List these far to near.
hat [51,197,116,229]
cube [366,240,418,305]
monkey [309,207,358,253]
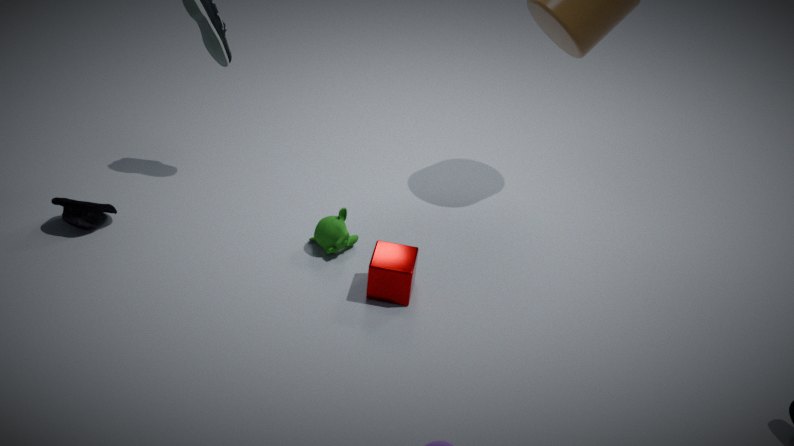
1. monkey [309,207,358,253]
2. hat [51,197,116,229]
3. cube [366,240,418,305]
